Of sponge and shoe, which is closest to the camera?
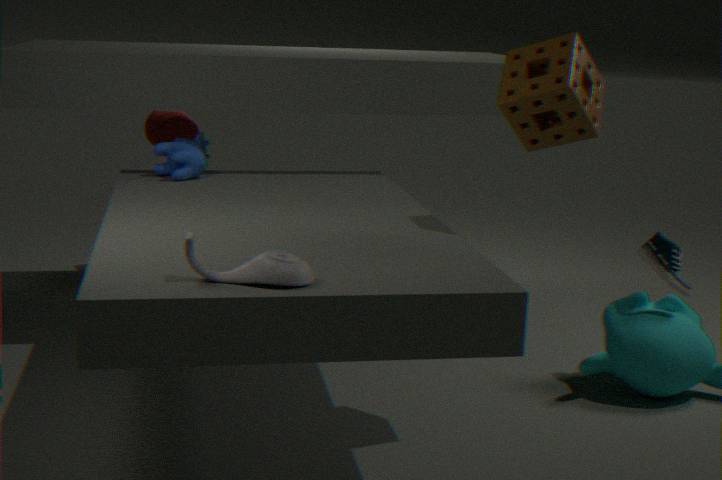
sponge
